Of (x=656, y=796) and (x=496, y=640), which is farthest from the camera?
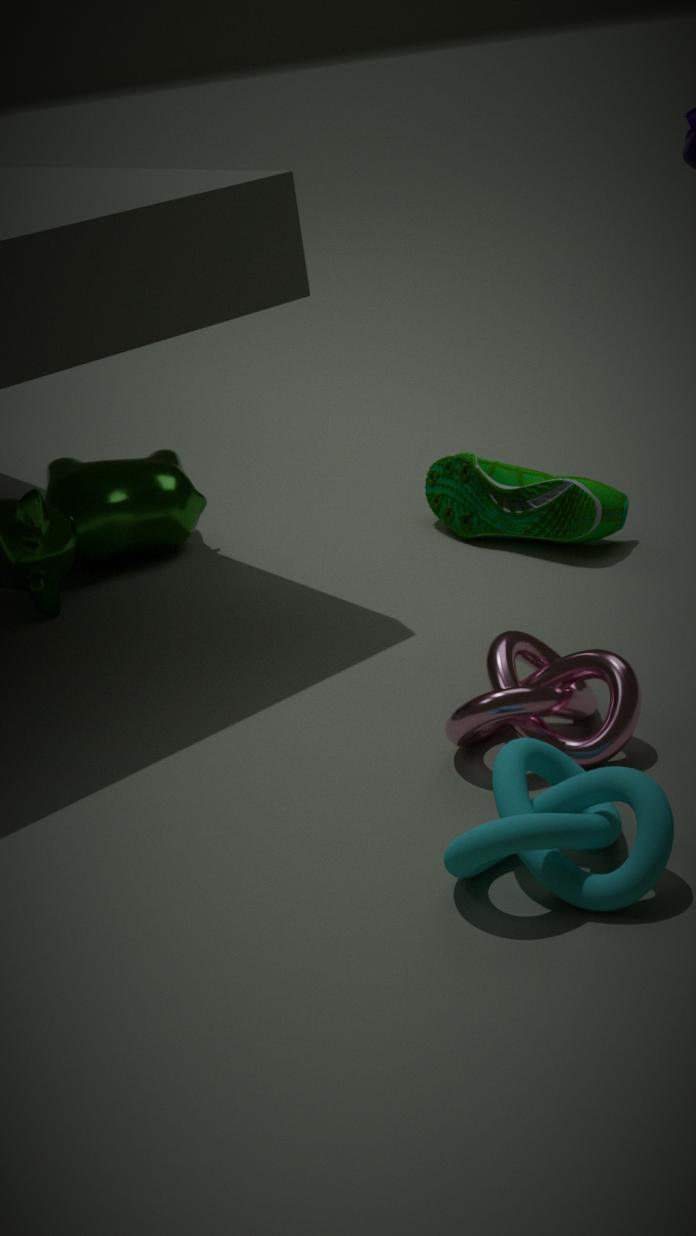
(x=496, y=640)
